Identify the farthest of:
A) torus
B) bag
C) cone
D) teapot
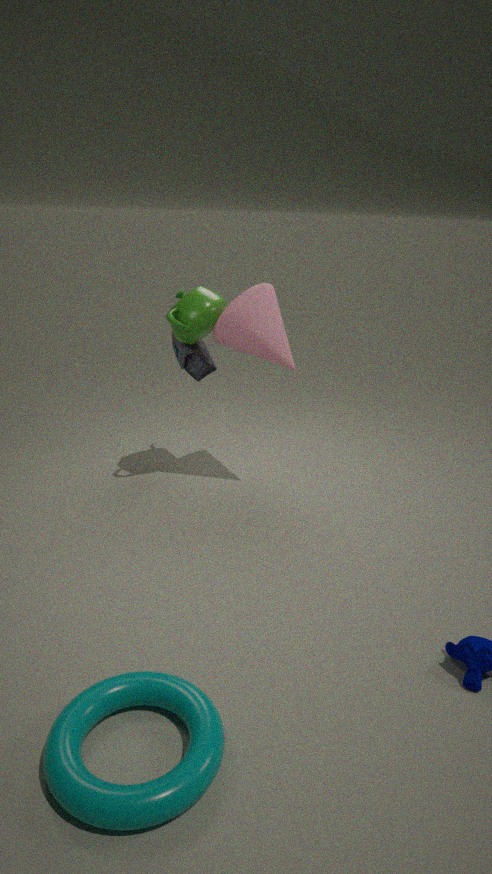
bag
